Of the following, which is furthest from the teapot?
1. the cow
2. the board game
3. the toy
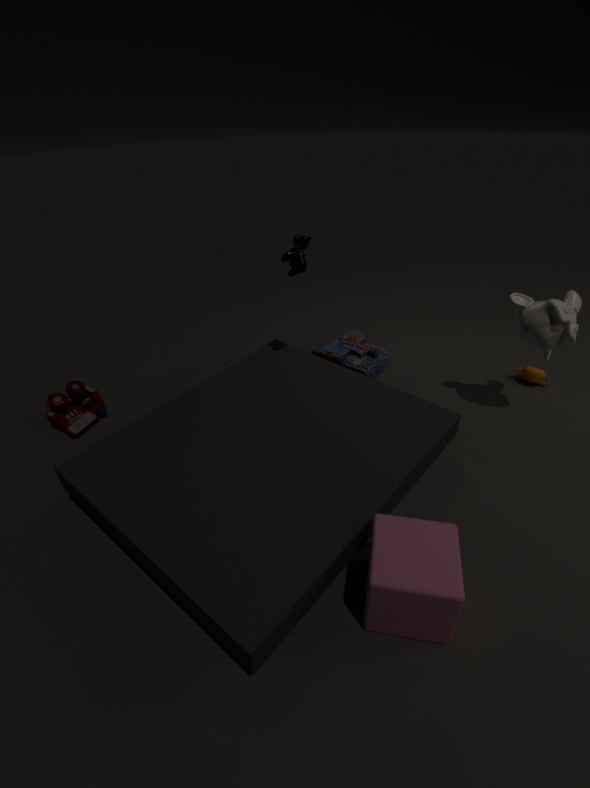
the toy
